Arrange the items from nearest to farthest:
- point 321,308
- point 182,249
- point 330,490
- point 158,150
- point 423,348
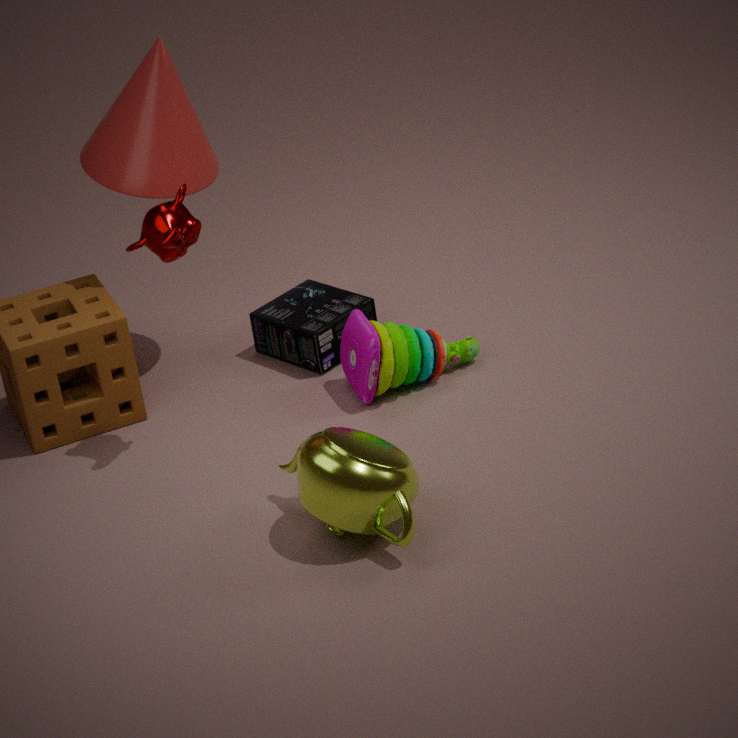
point 330,490
point 182,249
point 158,150
point 423,348
point 321,308
